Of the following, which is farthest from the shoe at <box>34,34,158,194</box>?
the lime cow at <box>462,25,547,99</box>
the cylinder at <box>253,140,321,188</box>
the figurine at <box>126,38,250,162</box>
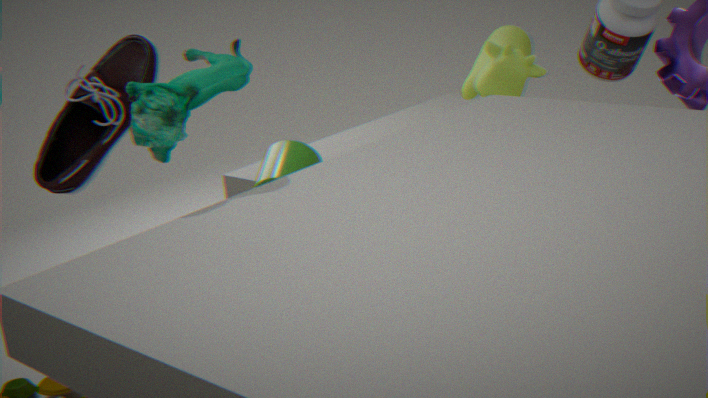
the lime cow at <box>462,25,547,99</box>
